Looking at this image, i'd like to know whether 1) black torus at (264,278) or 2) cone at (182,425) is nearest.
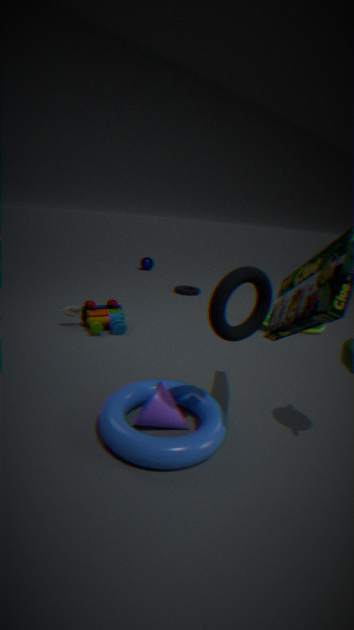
1. black torus at (264,278)
